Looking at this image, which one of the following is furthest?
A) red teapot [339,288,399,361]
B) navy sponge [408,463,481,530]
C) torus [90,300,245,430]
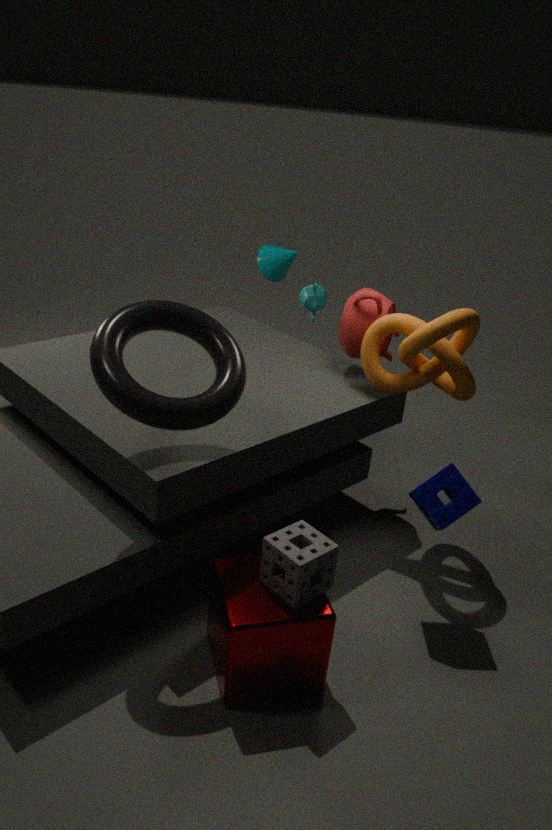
A. red teapot [339,288,399,361]
